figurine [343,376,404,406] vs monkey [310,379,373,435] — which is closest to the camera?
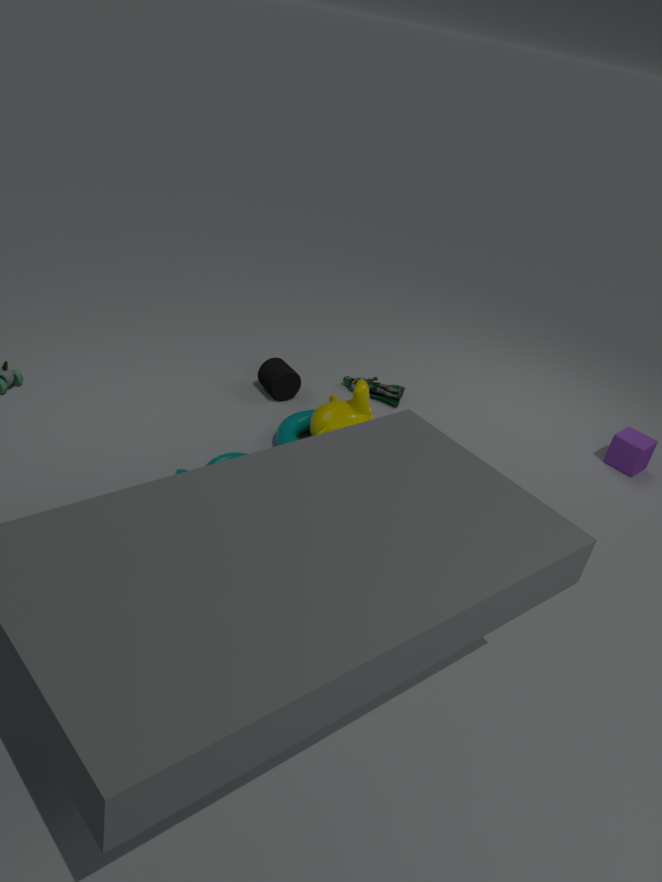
monkey [310,379,373,435]
